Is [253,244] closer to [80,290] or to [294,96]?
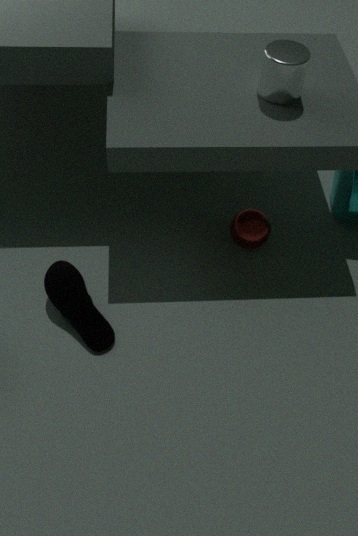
[294,96]
